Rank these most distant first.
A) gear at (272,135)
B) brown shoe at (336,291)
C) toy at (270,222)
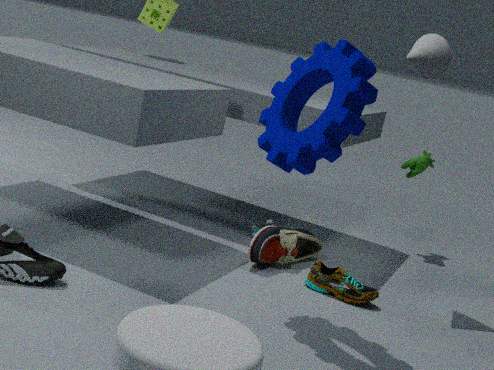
toy at (270,222), brown shoe at (336,291), gear at (272,135)
